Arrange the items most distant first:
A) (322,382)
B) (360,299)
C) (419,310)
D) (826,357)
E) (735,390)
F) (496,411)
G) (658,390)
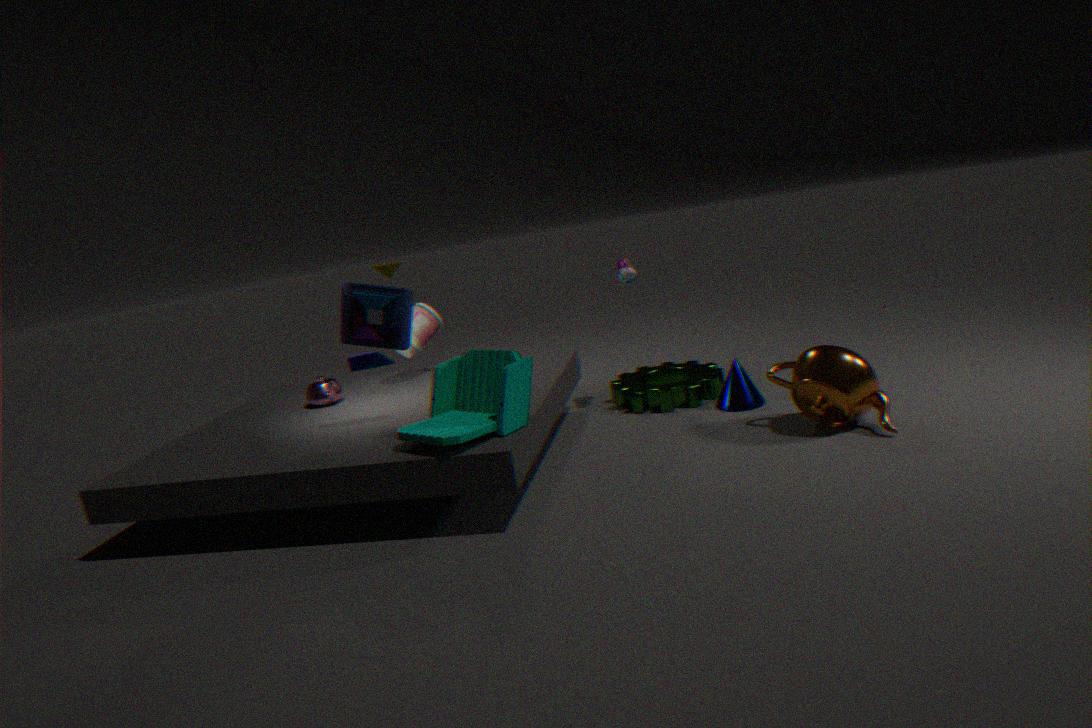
(419,310) < (658,390) < (322,382) < (735,390) < (360,299) < (826,357) < (496,411)
